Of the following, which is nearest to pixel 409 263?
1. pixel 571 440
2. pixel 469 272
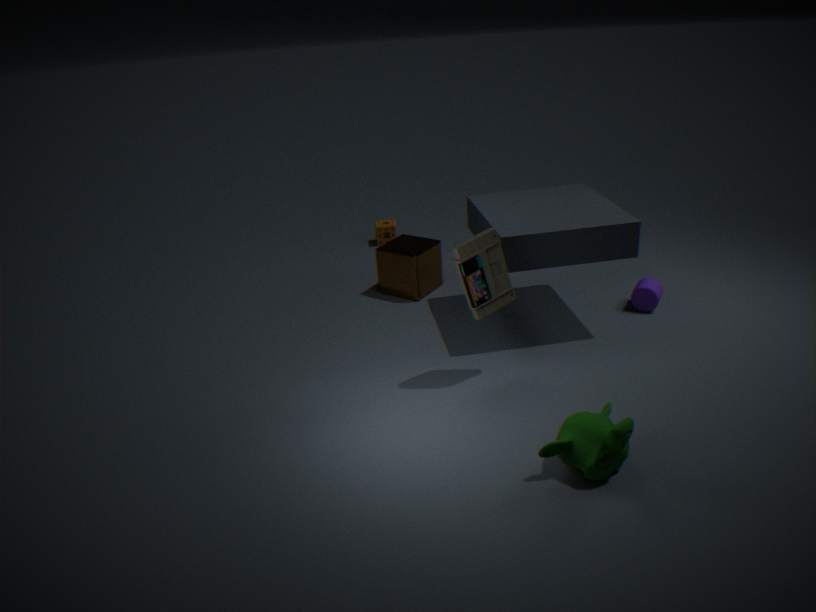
pixel 469 272
